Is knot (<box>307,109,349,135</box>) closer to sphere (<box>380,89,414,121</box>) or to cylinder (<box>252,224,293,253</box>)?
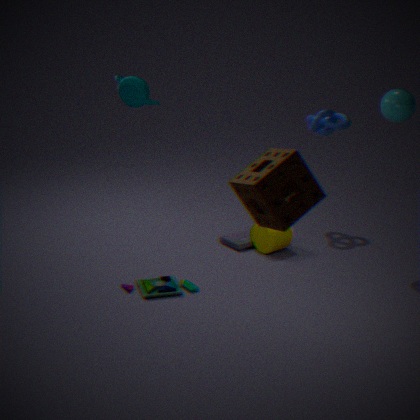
sphere (<box>380,89,414,121</box>)
